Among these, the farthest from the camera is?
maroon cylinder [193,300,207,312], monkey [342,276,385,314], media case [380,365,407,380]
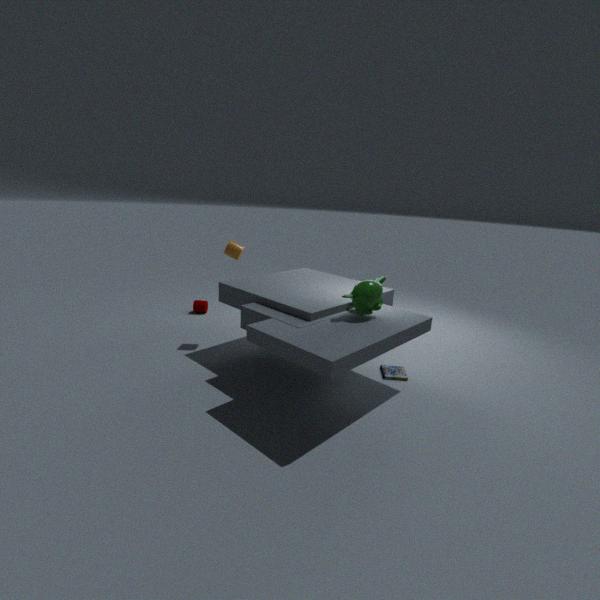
maroon cylinder [193,300,207,312]
